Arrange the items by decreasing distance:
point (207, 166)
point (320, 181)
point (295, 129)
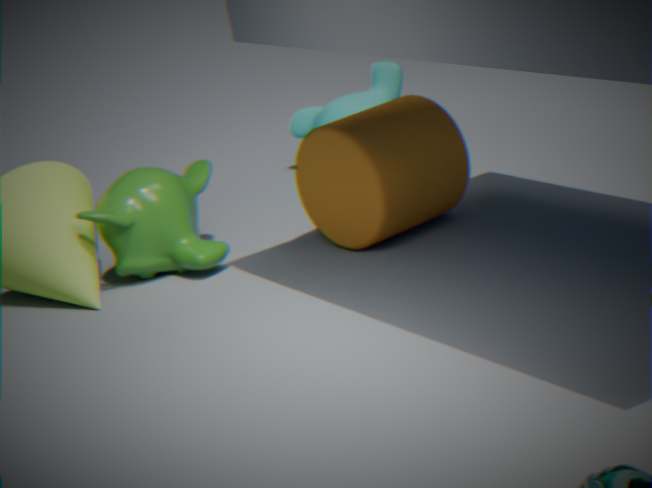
point (295, 129) → point (207, 166) → point (320, 181)
